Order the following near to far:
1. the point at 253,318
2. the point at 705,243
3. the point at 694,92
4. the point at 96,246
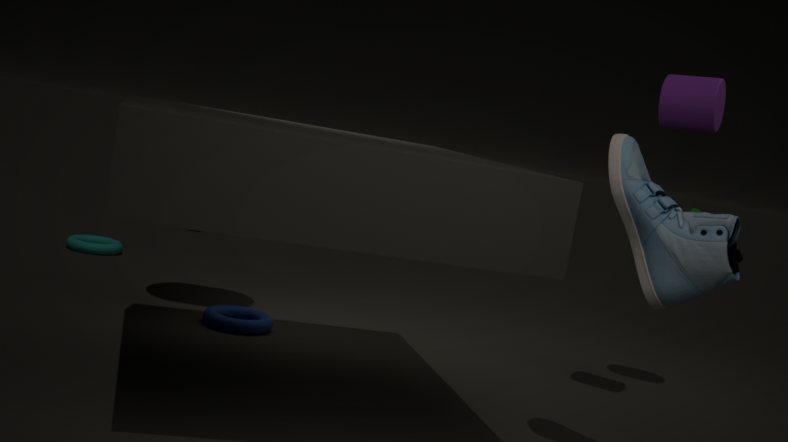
the point at 705,243, the point at 694,92, the point at 253,318, the point at 96,246
